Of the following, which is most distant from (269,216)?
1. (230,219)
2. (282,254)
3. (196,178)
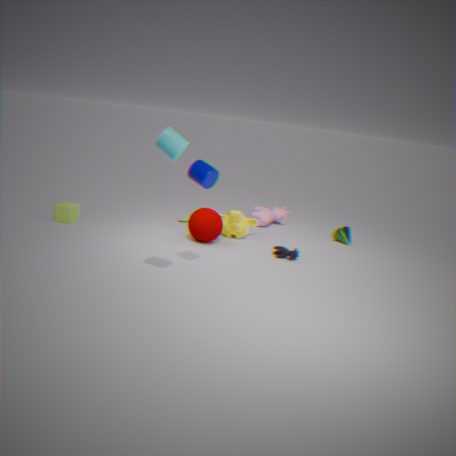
(196,178)
